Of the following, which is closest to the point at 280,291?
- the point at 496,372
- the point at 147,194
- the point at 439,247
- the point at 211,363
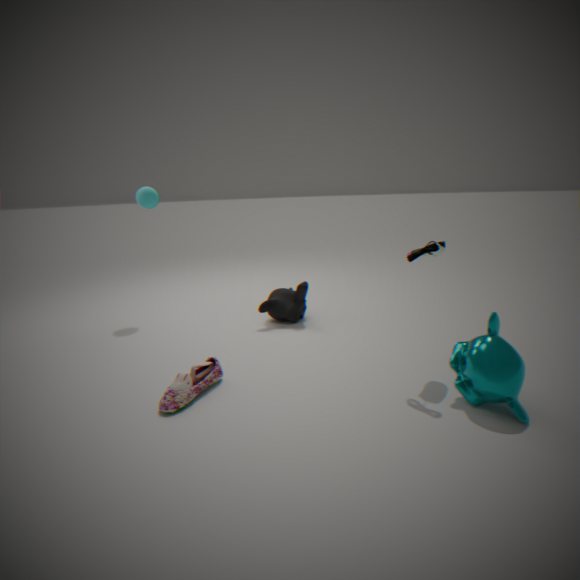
the point at 211,363
